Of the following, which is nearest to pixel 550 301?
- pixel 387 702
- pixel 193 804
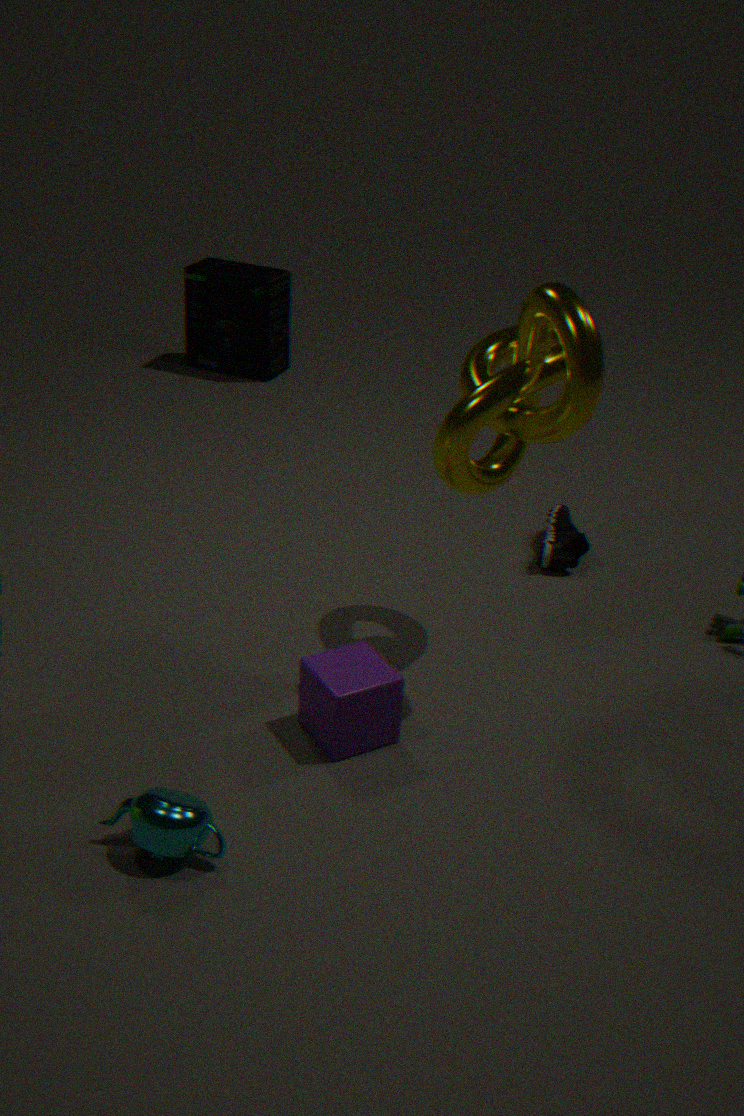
pixel 387 702
